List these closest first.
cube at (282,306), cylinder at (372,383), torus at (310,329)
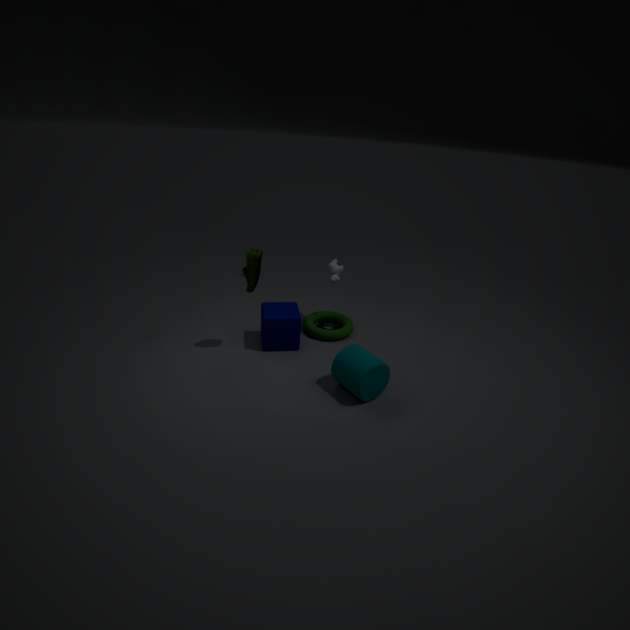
cylinder at (372,383) < cube at (282,306) < torus at (310,329)
